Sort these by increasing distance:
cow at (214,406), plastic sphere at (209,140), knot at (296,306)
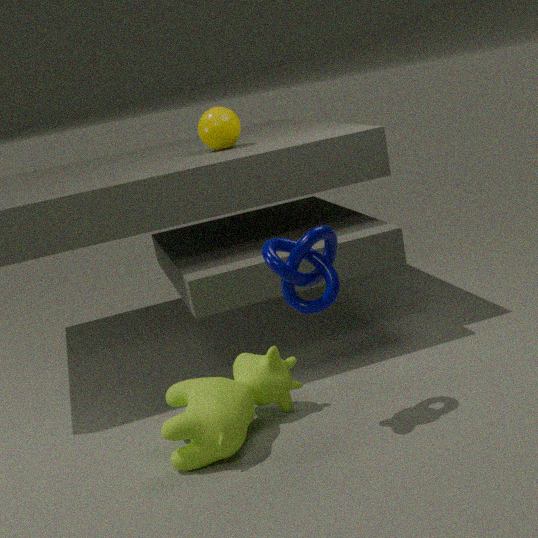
knot at (296,306), cow at (214,406), plastic sphere at (209,140)
